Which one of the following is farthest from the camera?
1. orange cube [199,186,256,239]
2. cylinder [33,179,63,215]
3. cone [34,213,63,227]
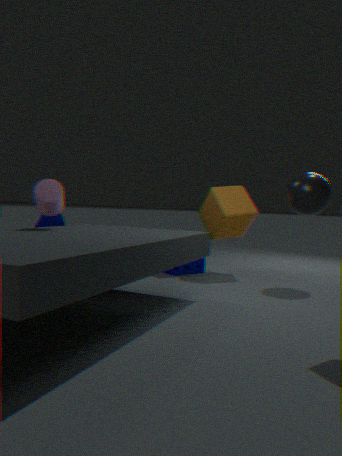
orange cube [199,186,256,239]
